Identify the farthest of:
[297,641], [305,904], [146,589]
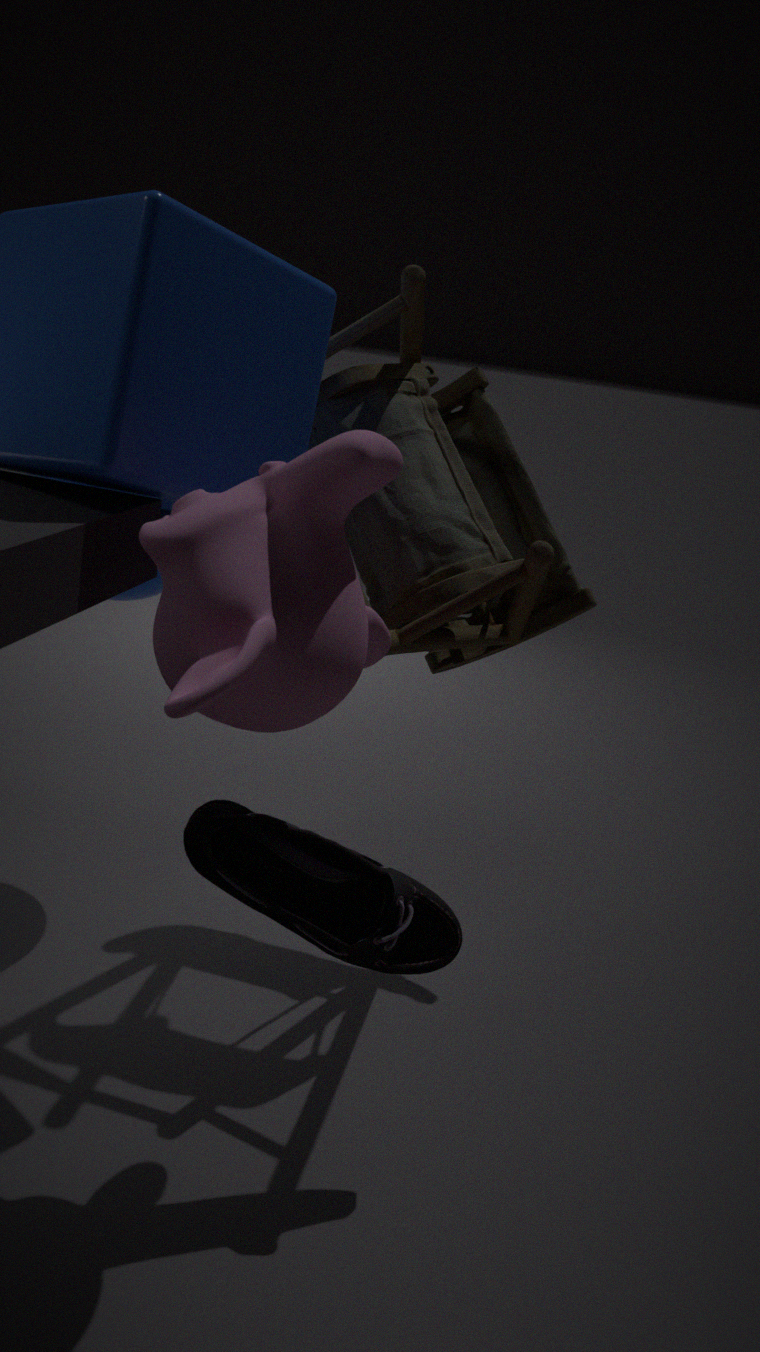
[146,589]
